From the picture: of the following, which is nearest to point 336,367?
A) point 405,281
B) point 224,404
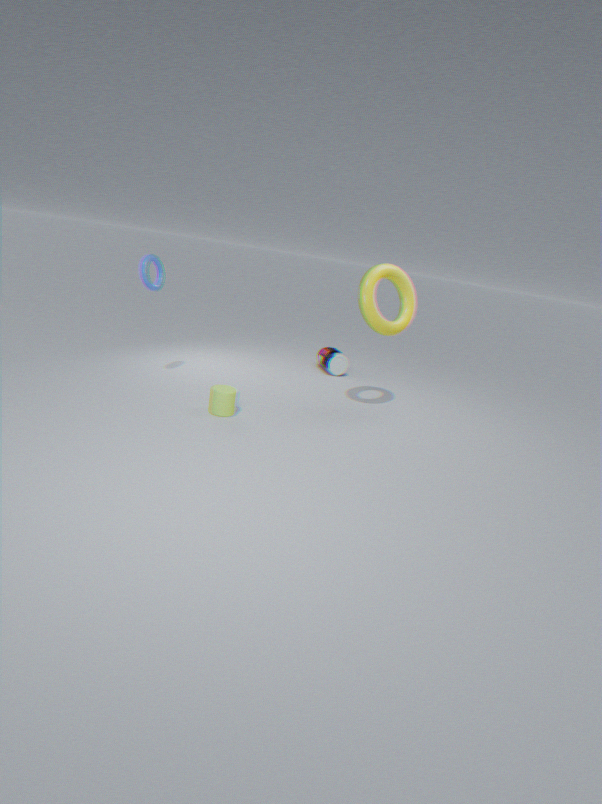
point 405,281
